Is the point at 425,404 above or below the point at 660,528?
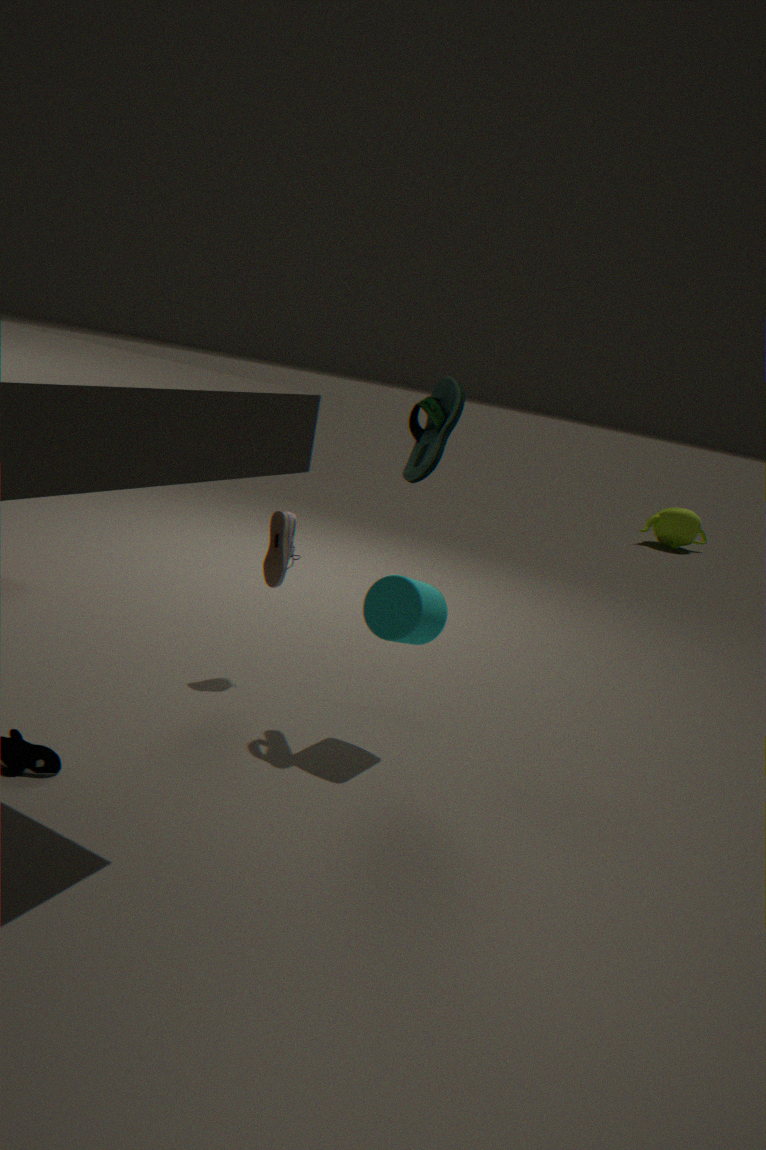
above
